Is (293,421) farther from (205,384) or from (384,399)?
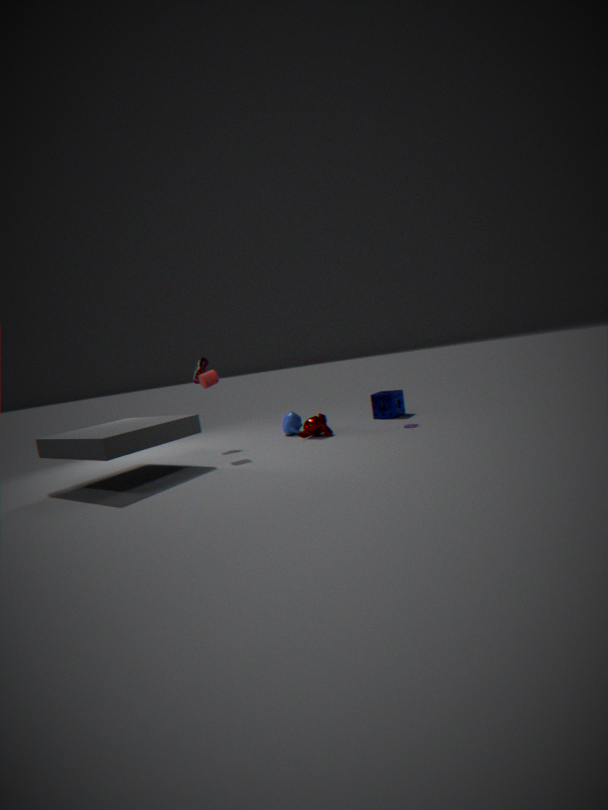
(384,399)
